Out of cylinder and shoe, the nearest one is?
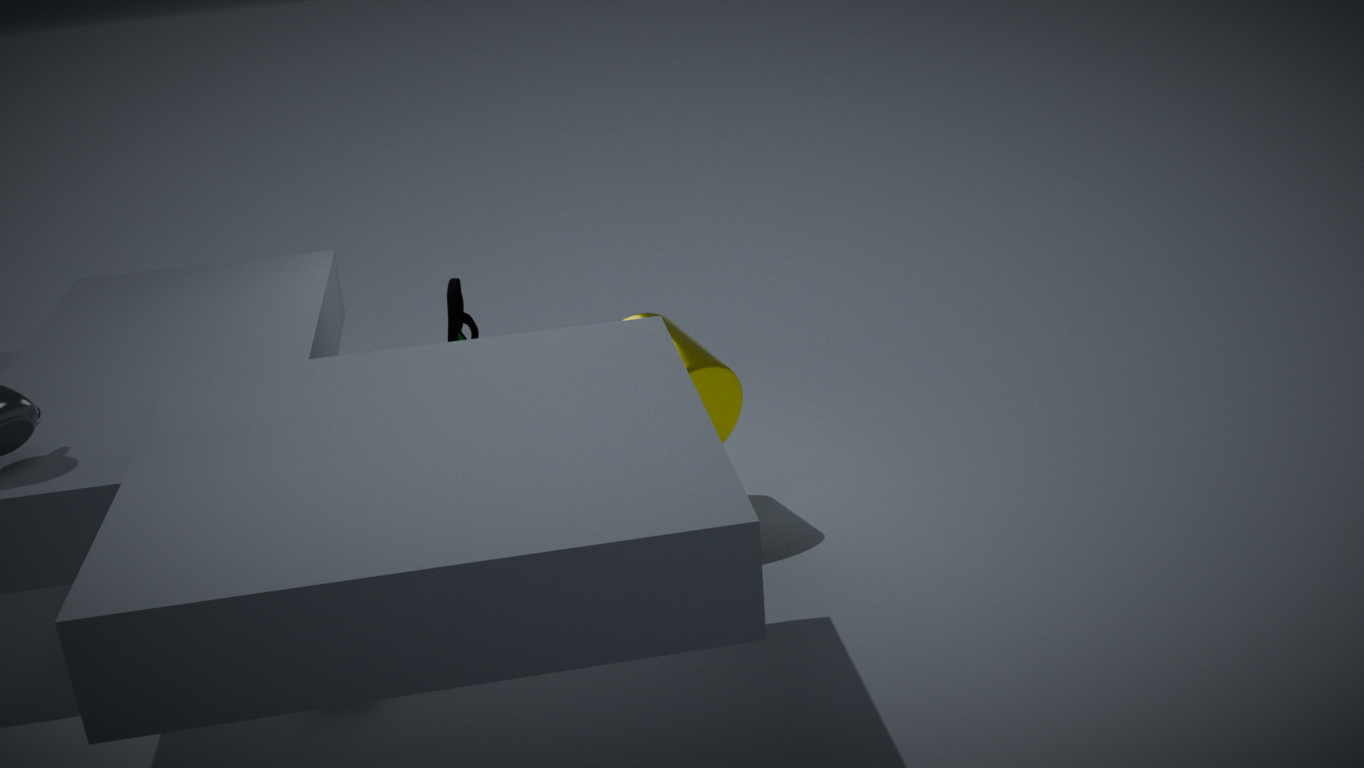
shoe
